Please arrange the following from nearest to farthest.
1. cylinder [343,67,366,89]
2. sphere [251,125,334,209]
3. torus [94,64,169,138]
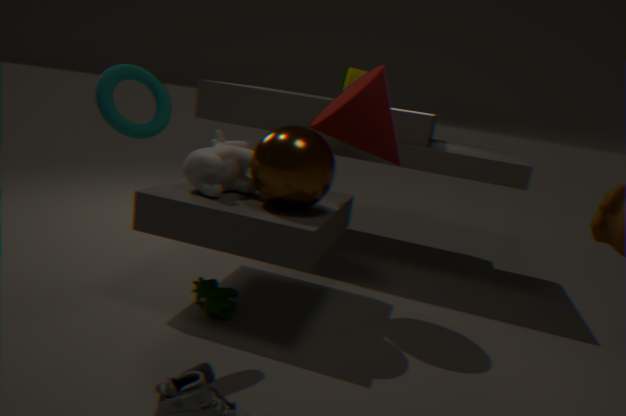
torus [94,64,169,138], sphere [251,125,334,209], cylinder [343,67,366,89]
